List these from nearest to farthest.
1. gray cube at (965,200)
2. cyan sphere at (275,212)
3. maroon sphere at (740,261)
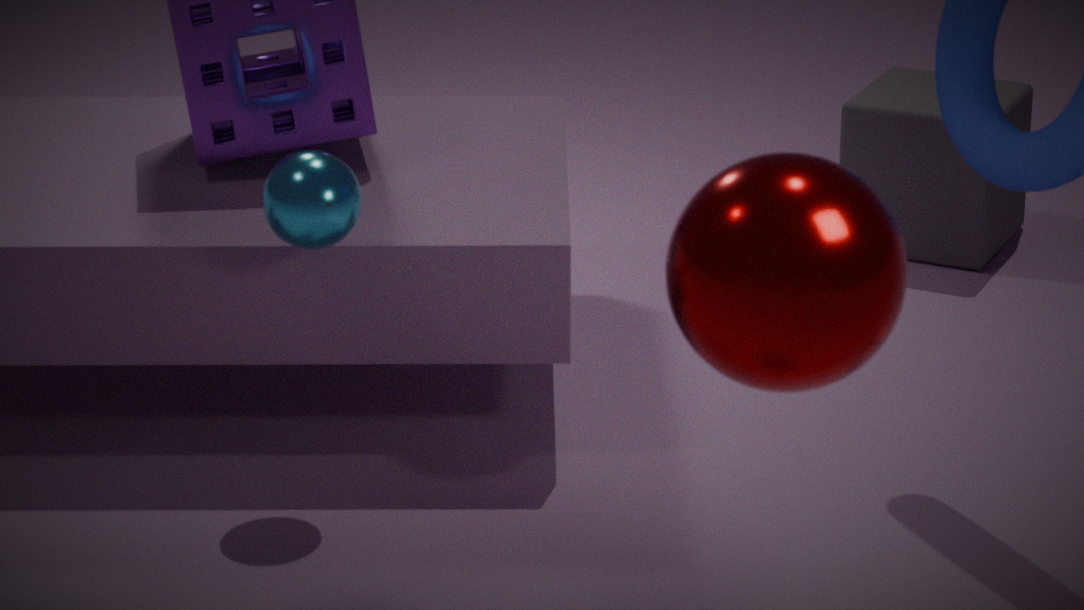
maroon sphere at (740,261), cyan sphere at (275,212), gray cube at (965,200)
